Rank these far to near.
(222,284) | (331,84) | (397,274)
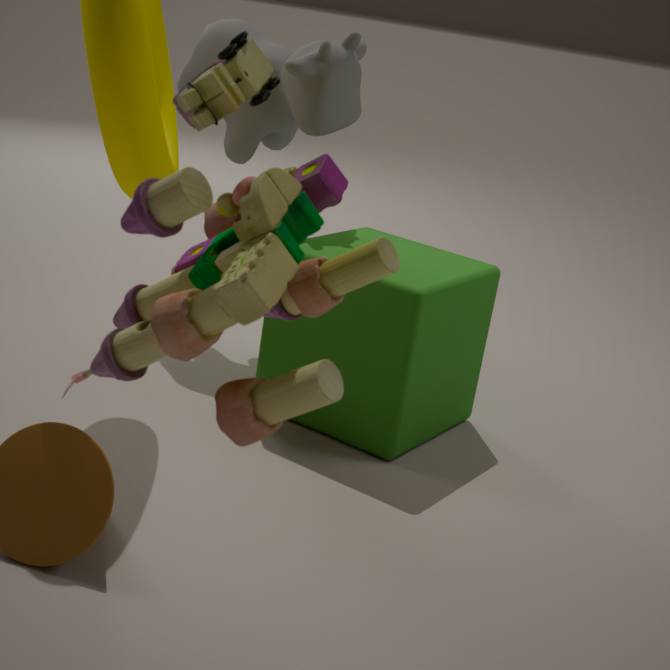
(331,84), (397,274), (222,284)
